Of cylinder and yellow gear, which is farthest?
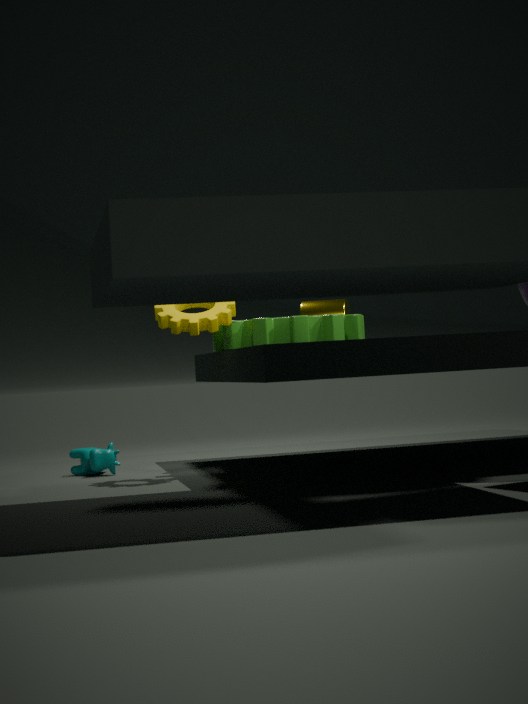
cylinder
